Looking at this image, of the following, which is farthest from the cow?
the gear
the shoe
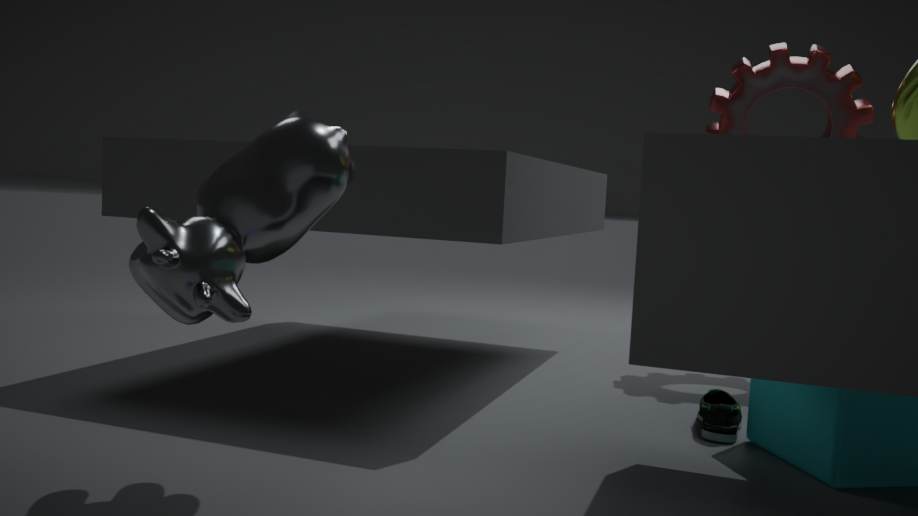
the gear
